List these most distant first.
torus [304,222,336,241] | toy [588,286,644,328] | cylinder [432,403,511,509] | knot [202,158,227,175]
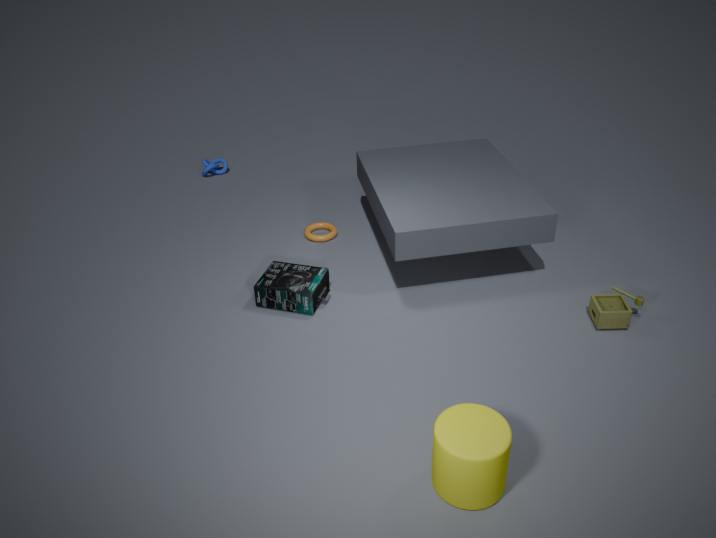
knot [202,158,227,175]
torus [304,222,336,241]
toy [588,286,644,328]
cylinder [432,403,511,509]
